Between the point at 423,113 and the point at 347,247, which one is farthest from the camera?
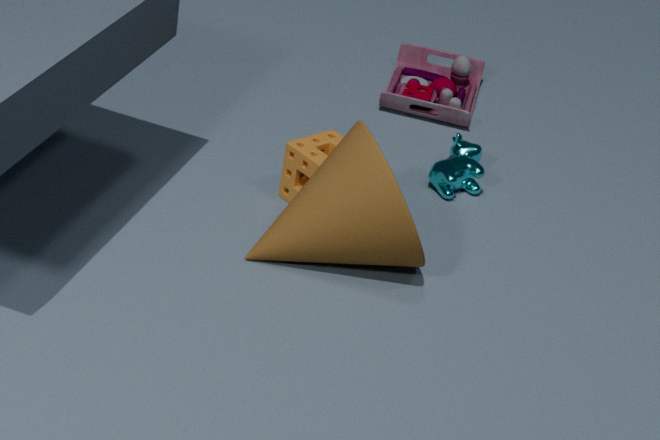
the point at 423,113
